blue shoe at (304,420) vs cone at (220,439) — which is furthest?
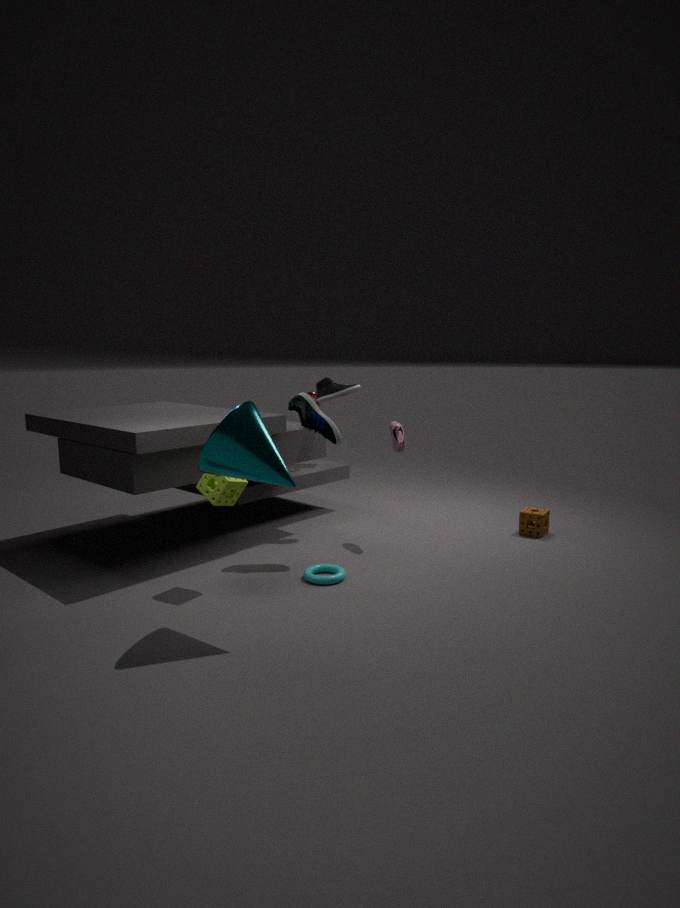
blue shoe at (304,420)
